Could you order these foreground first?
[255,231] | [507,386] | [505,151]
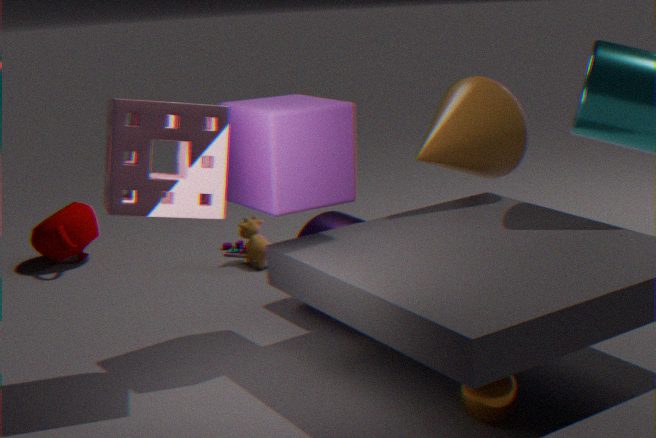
[507,386] → [505,151] → [255,231]
